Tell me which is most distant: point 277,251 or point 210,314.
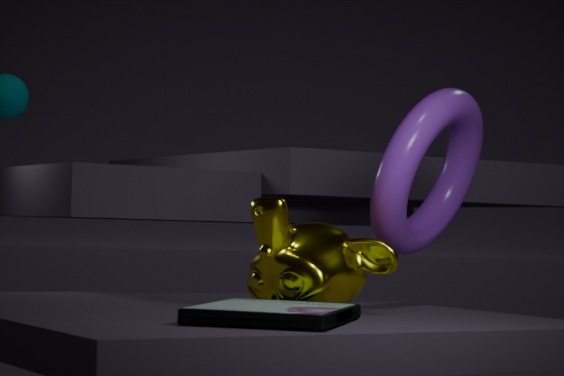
point 277,251
